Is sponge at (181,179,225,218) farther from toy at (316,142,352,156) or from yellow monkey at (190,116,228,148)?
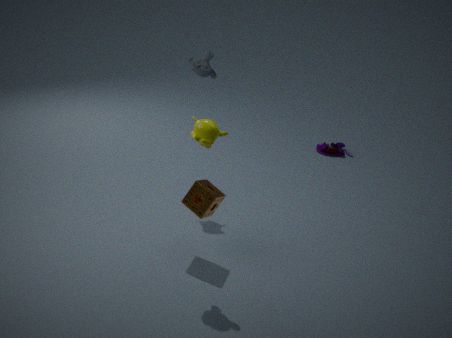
toy at (316,142,352,156)
